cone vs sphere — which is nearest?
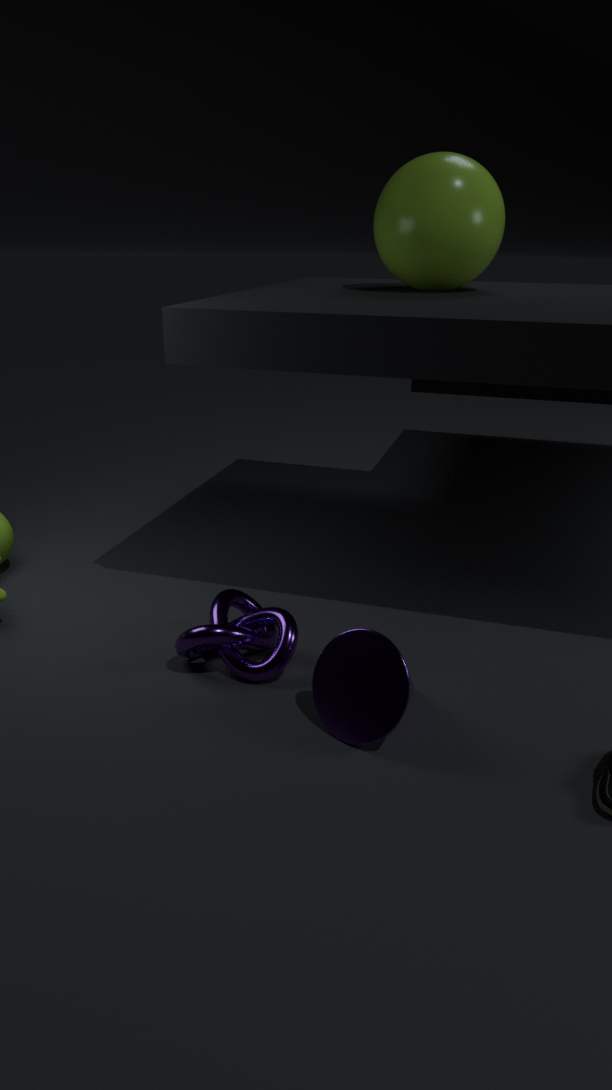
cone
